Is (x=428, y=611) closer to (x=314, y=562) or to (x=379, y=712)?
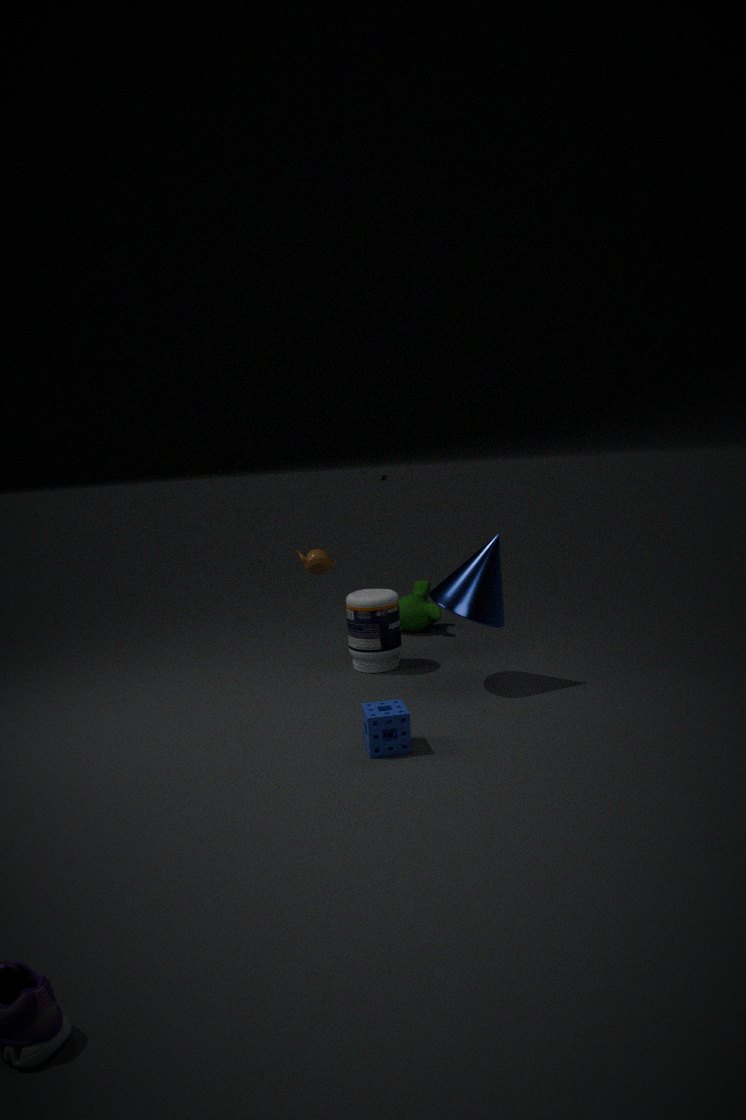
(x=314, y=562)
